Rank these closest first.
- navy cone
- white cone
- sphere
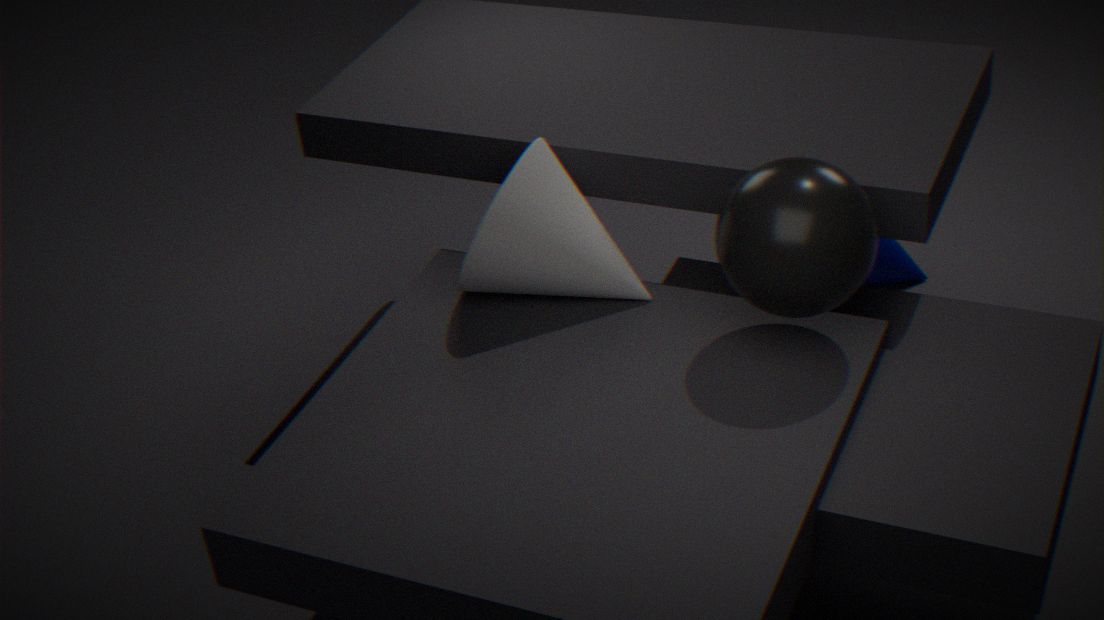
sphere, white cone, navy cone
